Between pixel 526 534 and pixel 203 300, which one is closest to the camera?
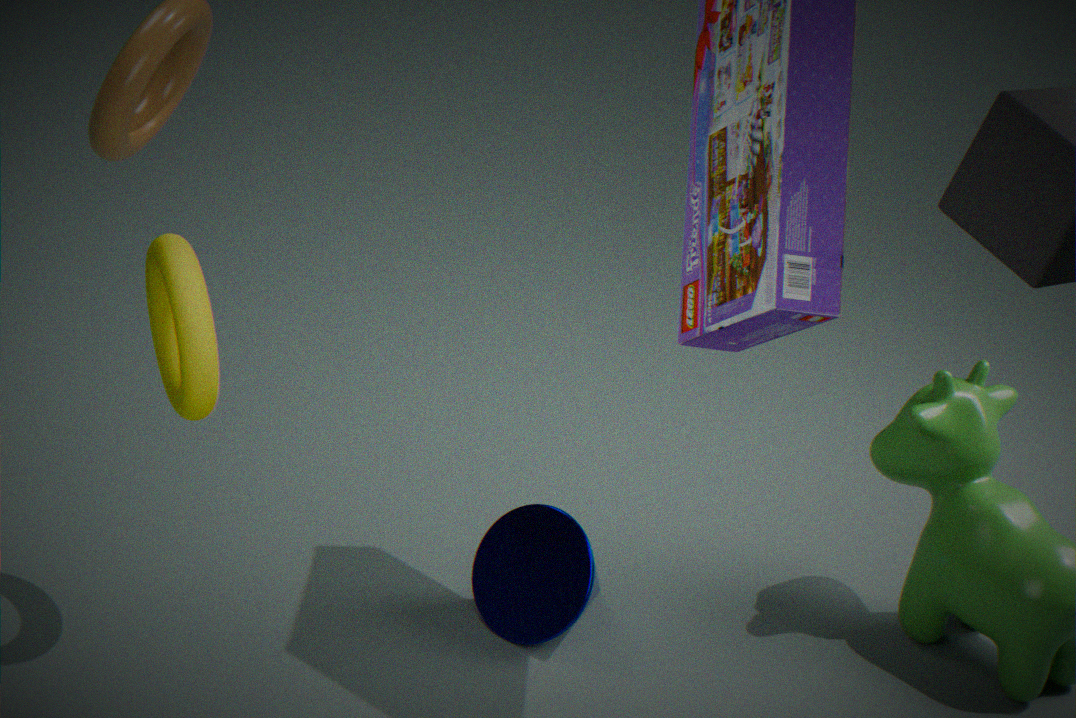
pixel 203 300
